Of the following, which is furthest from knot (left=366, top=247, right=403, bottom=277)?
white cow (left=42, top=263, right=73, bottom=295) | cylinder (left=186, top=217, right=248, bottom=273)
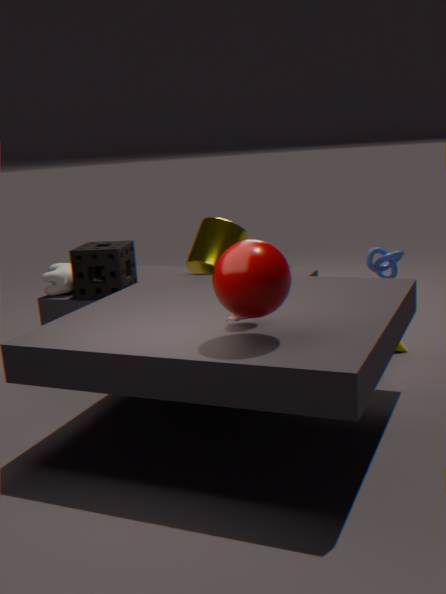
white cow (left=42, top=263, right=73, bottom=295)
